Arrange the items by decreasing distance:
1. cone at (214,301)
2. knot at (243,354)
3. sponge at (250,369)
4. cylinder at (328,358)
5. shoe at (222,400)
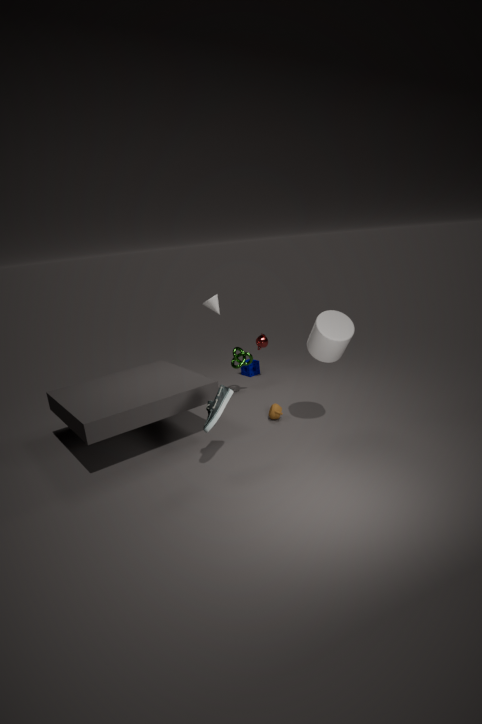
1. sponge at (250,369)
2. knot at (243,354)
3. cone at (214,301)
4. cylinder at (328,358)
5. shoe at (222,400)
